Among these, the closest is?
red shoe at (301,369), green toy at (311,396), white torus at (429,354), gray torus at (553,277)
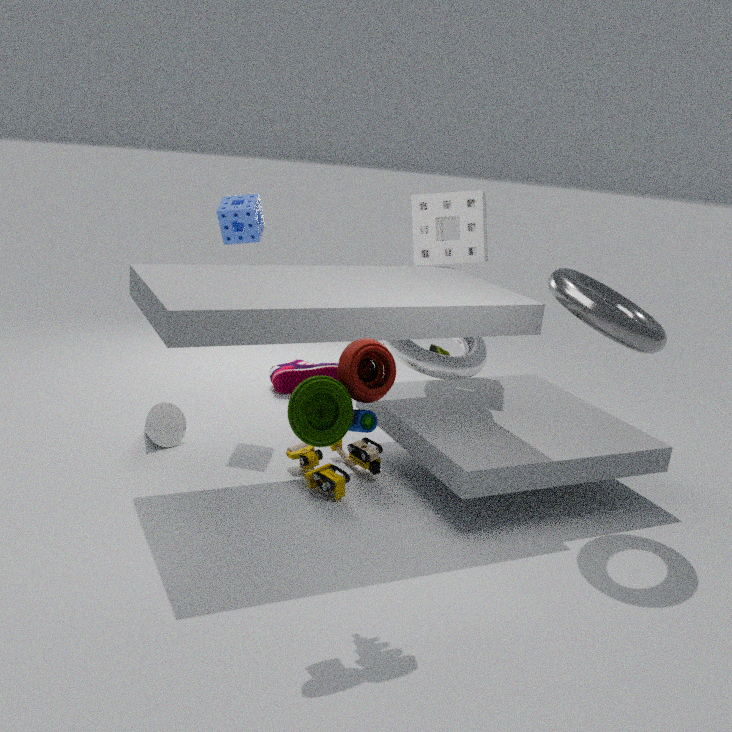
green toy at (311,396)
